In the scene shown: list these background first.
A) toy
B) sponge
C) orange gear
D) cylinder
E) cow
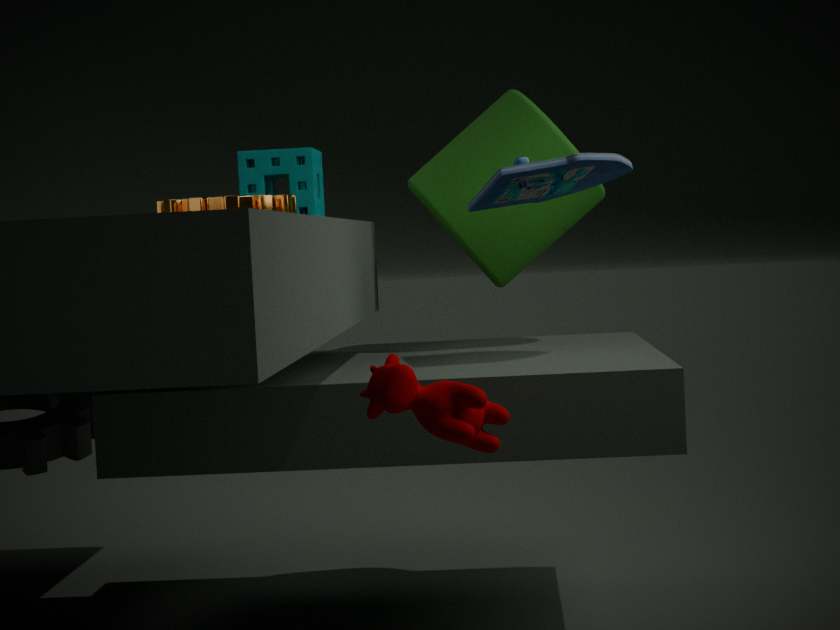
cylinder
sponge
toy
orange gear
cow
